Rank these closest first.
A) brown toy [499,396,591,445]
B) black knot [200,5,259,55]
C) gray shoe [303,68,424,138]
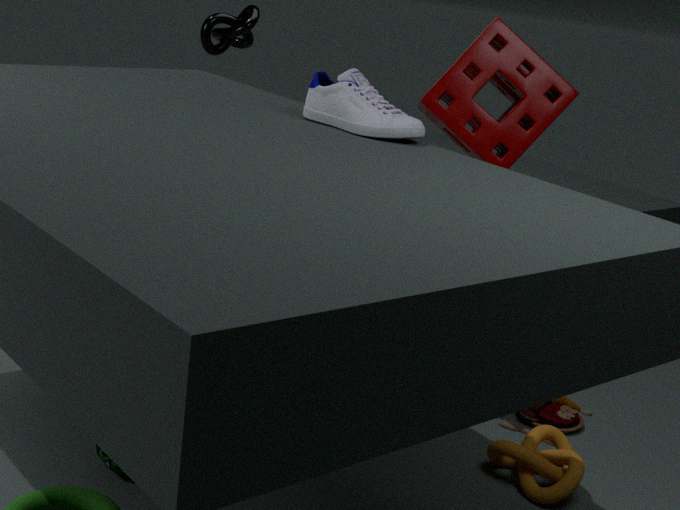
gray shoe [303,68,424,138] < brown toy [499,396,591,445] < black knot [200,5,259,55]
